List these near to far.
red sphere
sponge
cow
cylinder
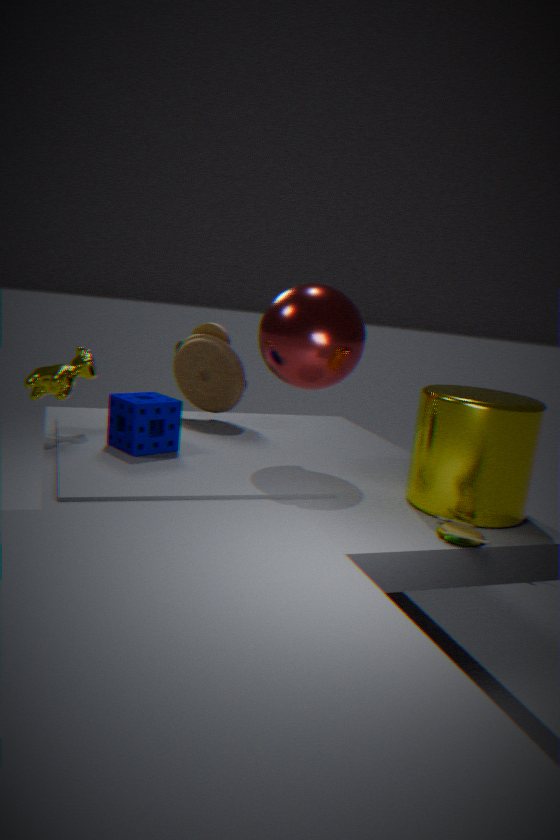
cylinder < red sphere < sponge < cow
